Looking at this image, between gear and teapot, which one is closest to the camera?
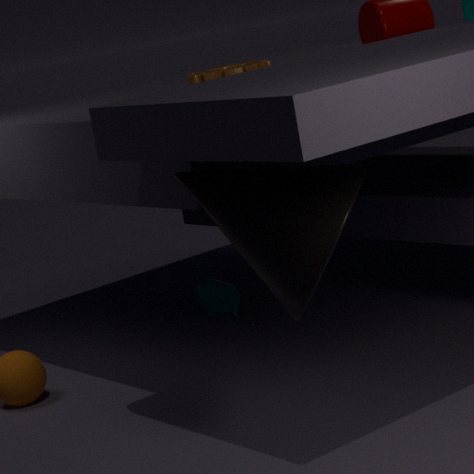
gear
